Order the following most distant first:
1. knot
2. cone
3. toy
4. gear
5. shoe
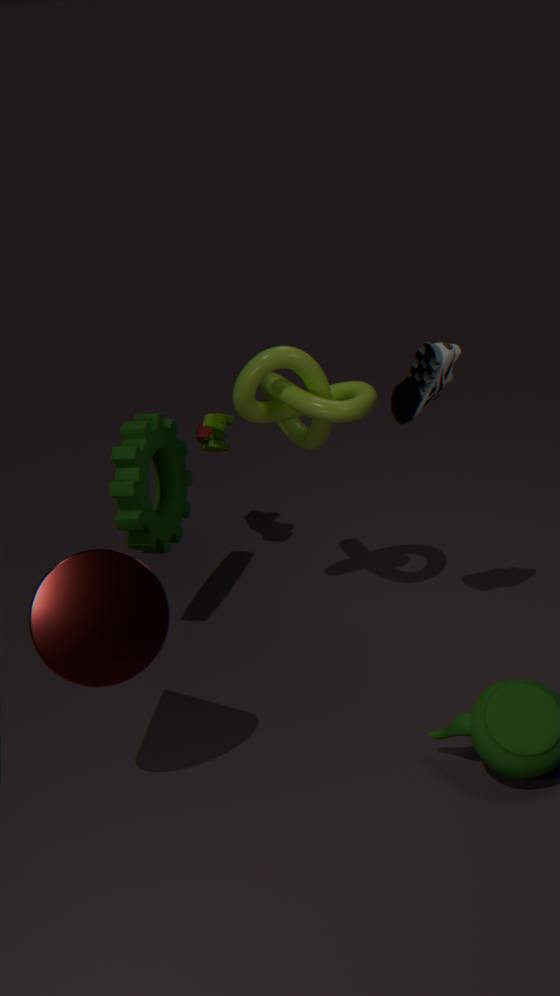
toy, gear, knot, shoe, cone
